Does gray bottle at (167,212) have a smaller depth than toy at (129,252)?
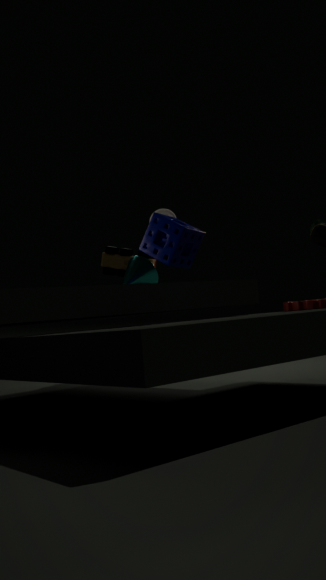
Yes
